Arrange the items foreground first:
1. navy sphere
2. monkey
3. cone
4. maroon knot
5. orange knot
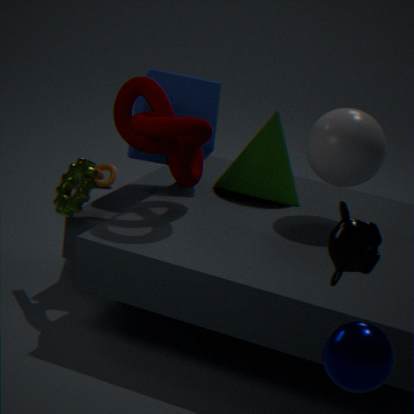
navy sphere → monkey → maroon knot → cone → orange knot
